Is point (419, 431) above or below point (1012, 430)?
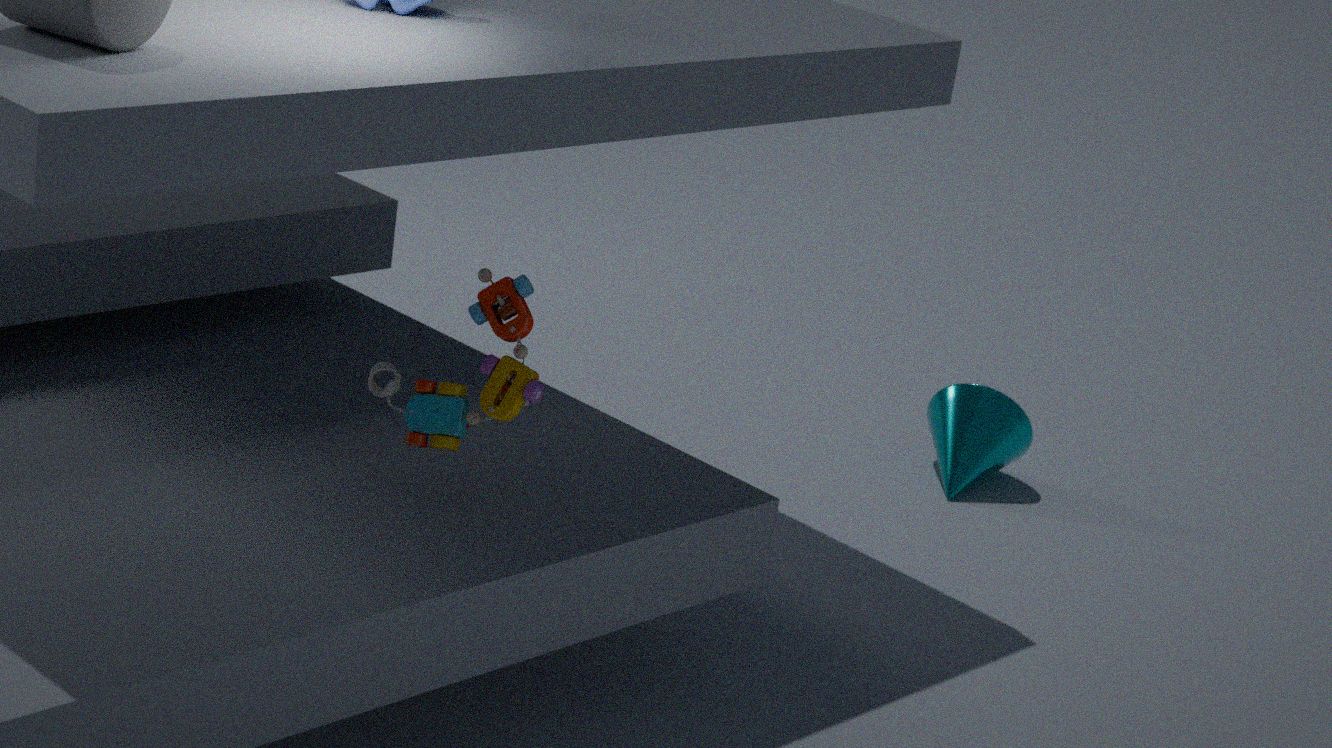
above
